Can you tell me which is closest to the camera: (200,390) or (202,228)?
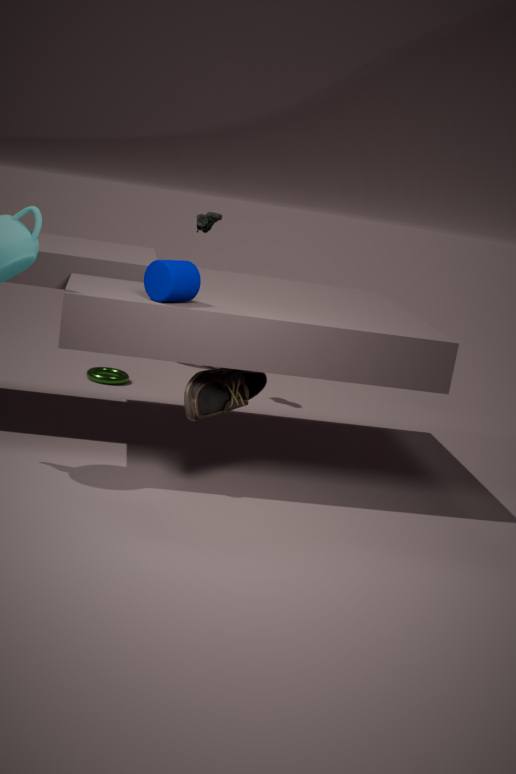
(200,390)
